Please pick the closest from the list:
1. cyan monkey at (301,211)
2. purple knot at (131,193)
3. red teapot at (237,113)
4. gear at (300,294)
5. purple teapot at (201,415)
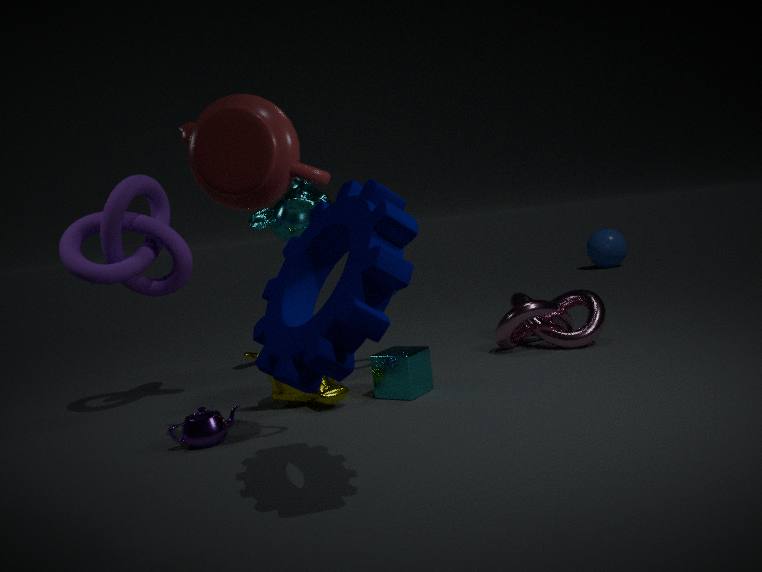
gear at (300,294)
